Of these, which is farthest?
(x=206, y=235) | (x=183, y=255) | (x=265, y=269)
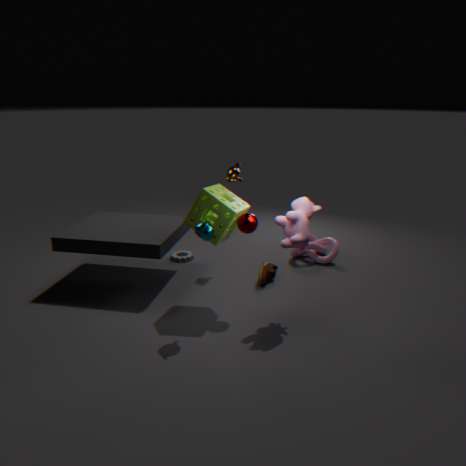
(x=183, y=255)
